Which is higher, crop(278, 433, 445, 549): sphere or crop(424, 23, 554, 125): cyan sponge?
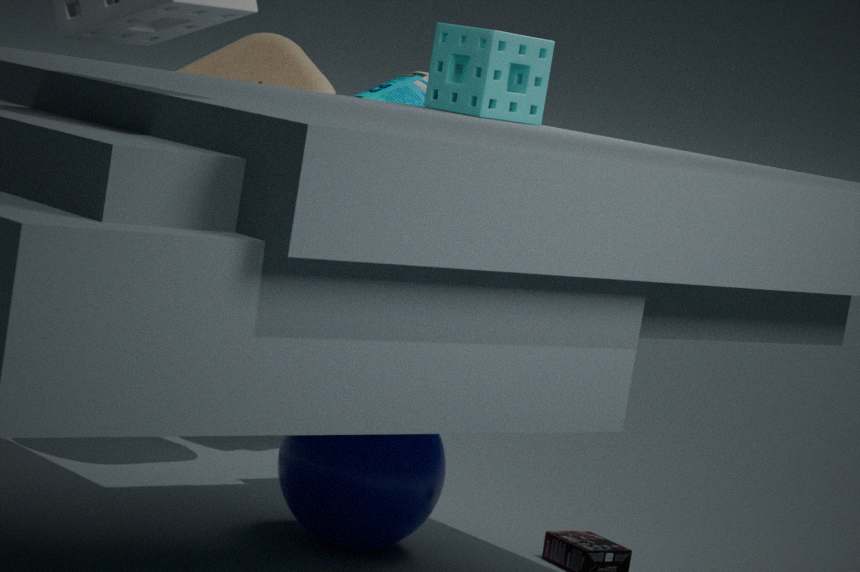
crop(424, 23, 554, 125): cyan sponge
